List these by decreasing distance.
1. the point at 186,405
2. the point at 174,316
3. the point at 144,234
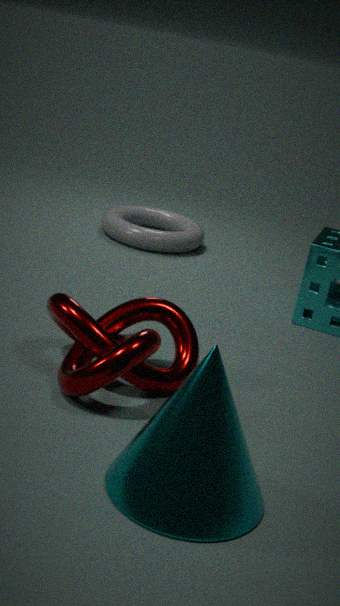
the point at 144,234, the point at 174,316, the point at 186,405
